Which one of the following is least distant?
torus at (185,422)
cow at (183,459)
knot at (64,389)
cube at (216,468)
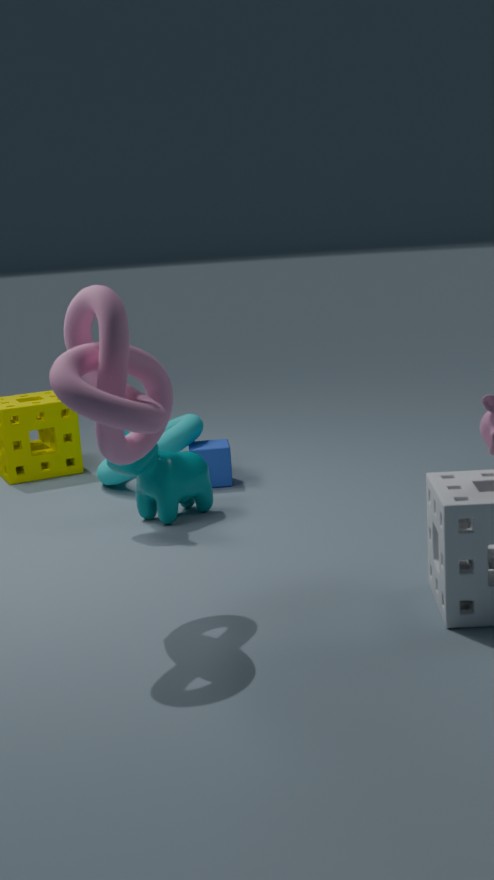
knot at (64,389)
